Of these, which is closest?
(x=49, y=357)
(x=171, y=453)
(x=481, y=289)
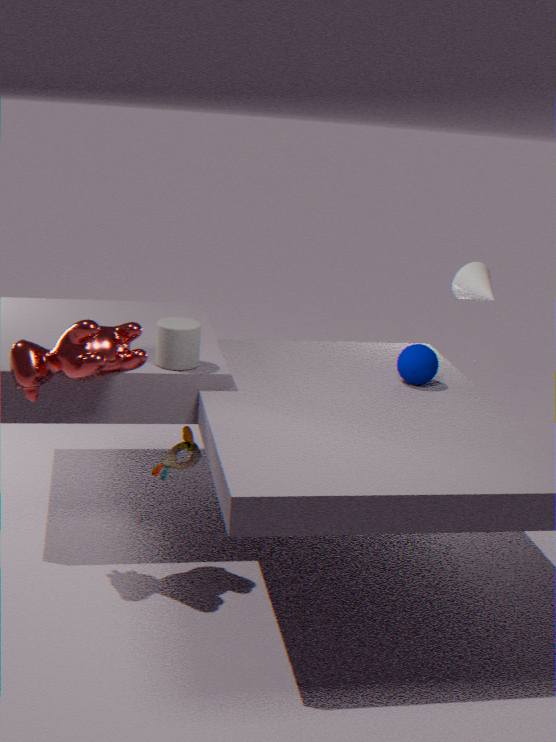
(x=49, y=357)
